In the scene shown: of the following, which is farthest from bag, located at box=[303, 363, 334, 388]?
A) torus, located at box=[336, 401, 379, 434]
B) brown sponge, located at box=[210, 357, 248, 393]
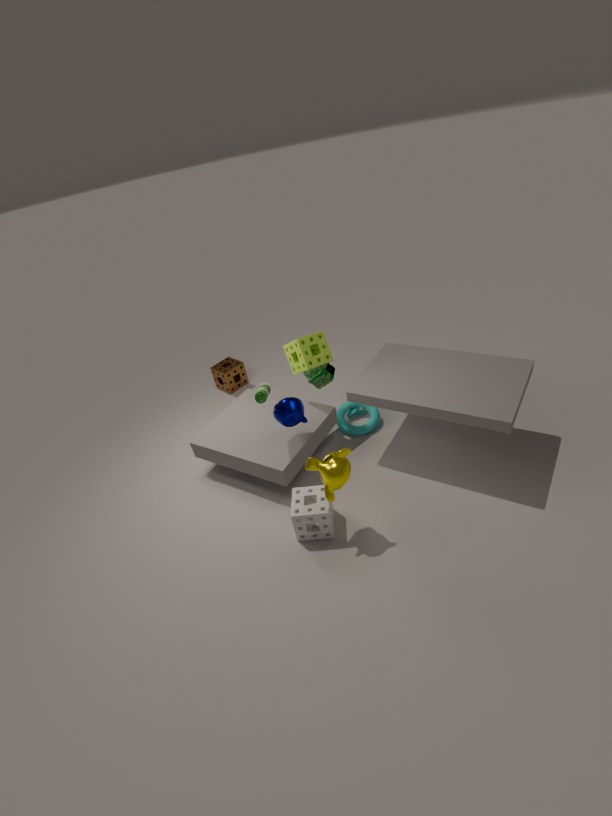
brown sponge, located at box=[210, 357, 248, 393]
